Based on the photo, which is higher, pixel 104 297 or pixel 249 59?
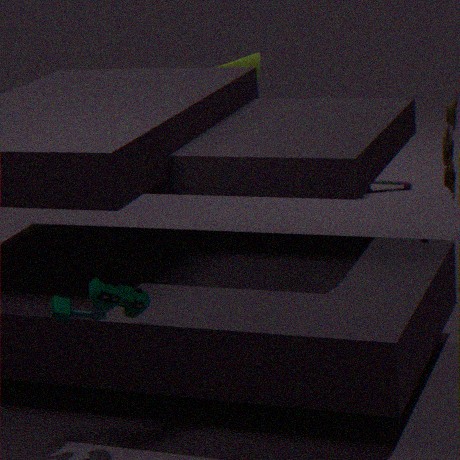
pixel 249 59
